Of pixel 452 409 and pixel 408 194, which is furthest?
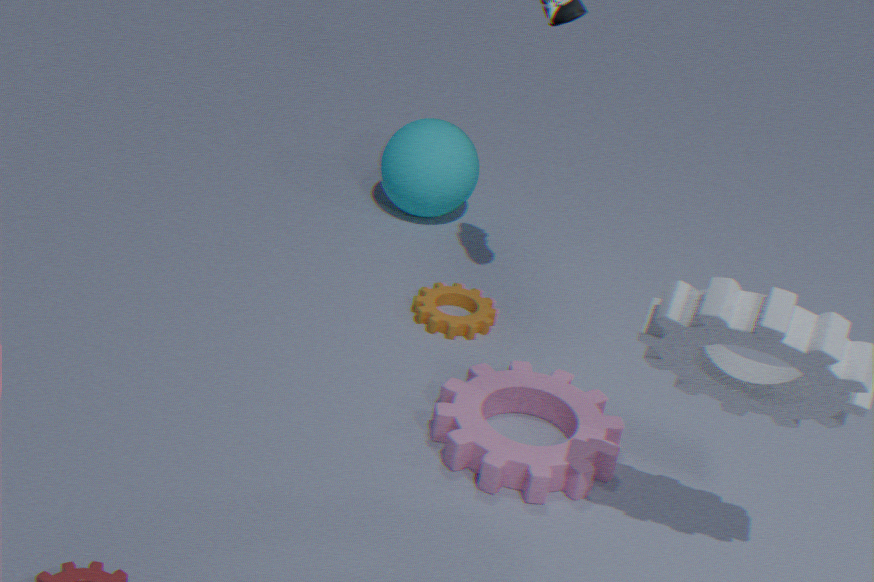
pixel 408 194
